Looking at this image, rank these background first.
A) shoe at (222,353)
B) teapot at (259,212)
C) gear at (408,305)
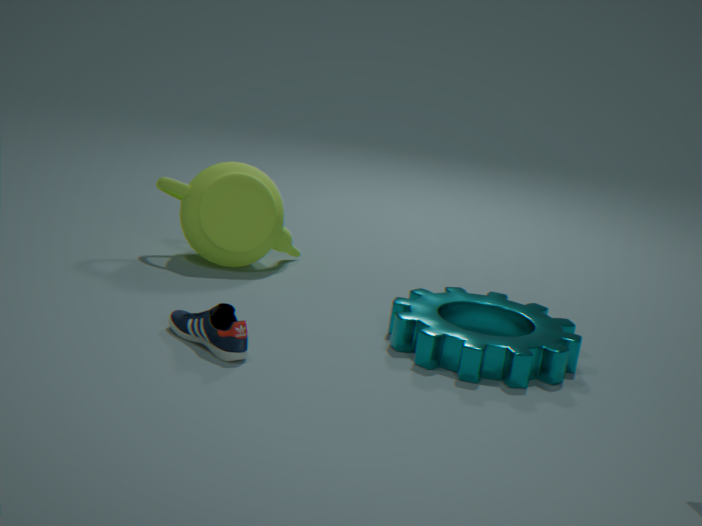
teapot at (259,212)
gear at (408,305)
shoe at (222,353)
